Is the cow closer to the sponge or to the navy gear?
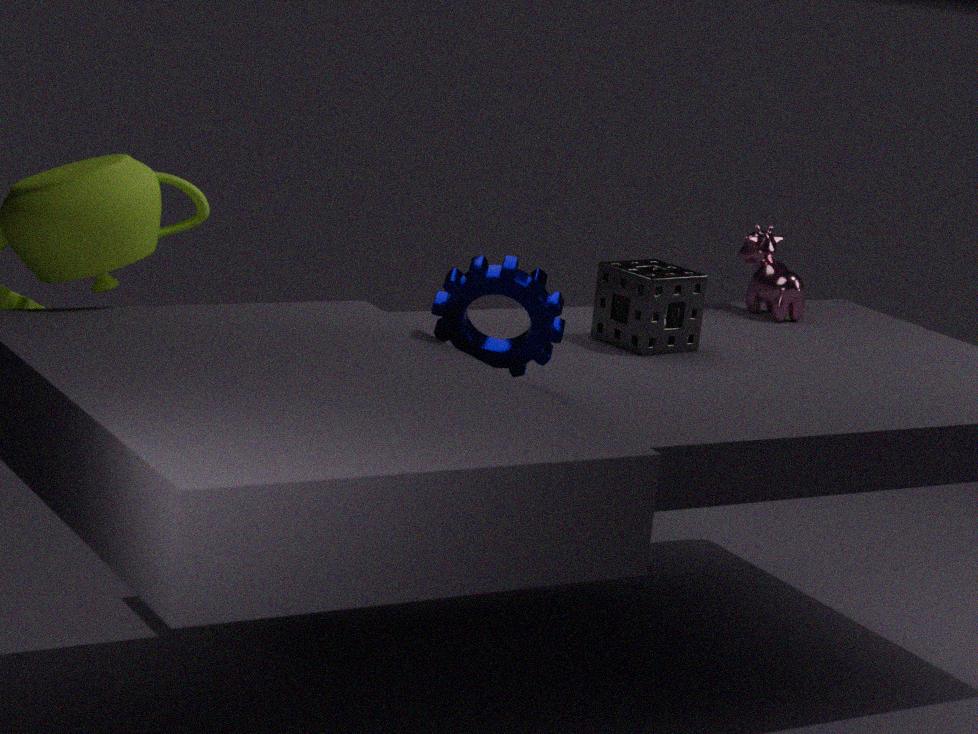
the sponge
